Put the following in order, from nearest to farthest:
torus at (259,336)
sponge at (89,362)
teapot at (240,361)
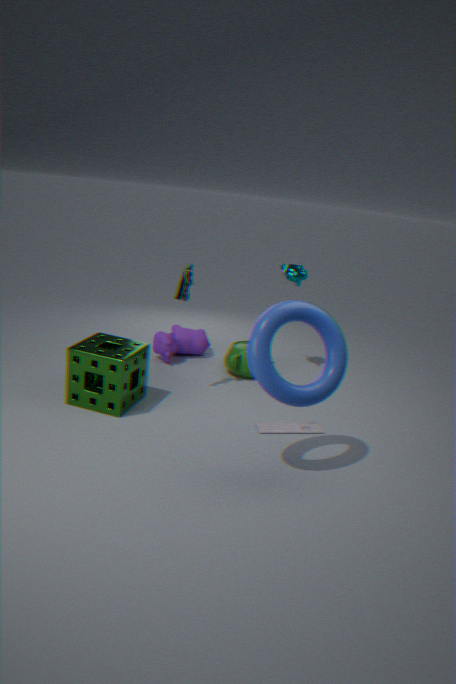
torus at (259,336), sponge at (89,362), teapot at (240,361)
